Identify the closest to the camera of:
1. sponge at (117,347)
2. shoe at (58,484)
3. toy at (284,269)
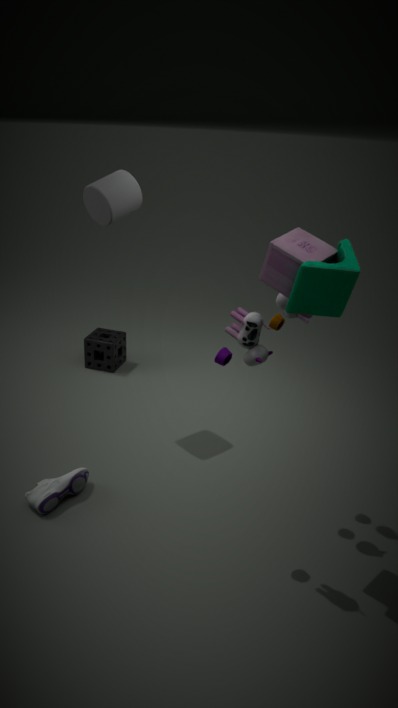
toy at (284,269)
